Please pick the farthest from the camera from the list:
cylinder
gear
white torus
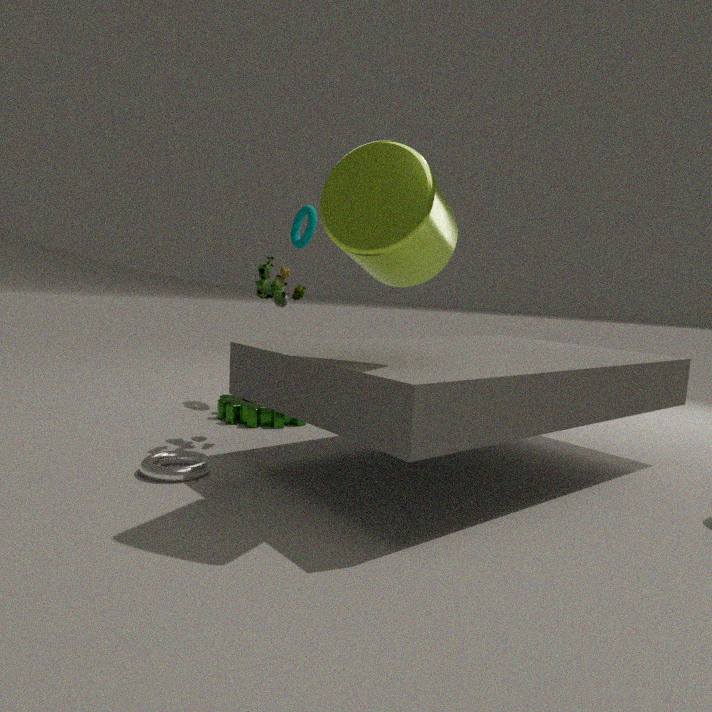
gear
